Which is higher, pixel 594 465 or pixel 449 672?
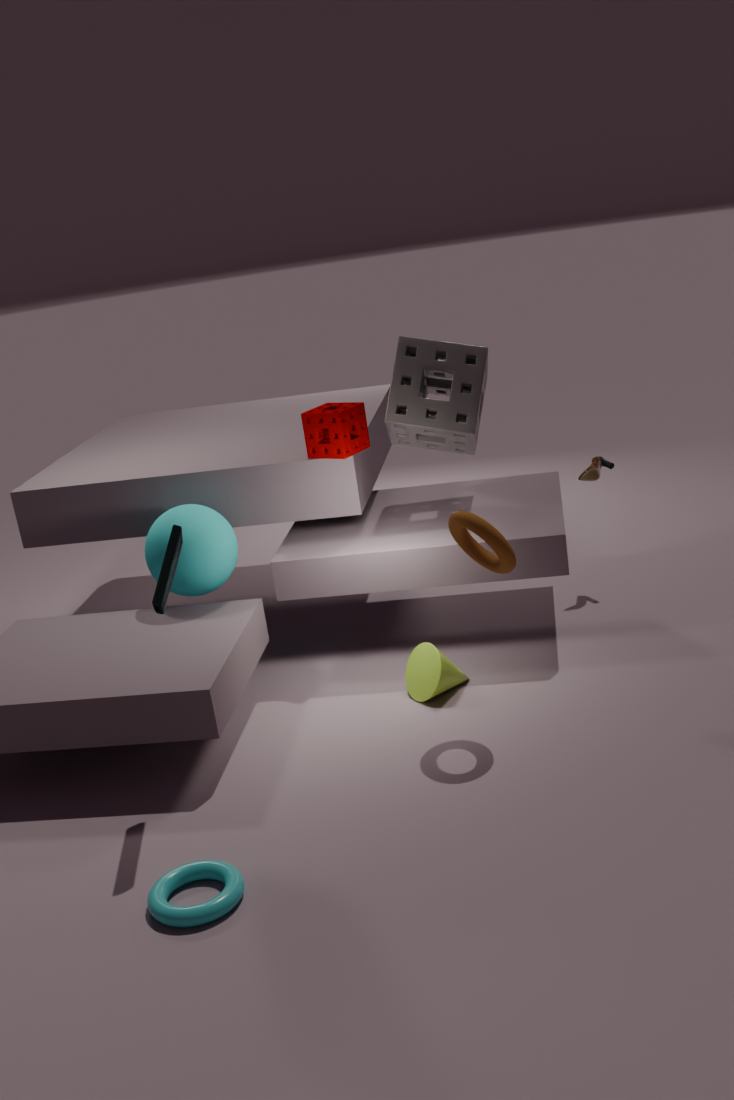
pixel 594 465
